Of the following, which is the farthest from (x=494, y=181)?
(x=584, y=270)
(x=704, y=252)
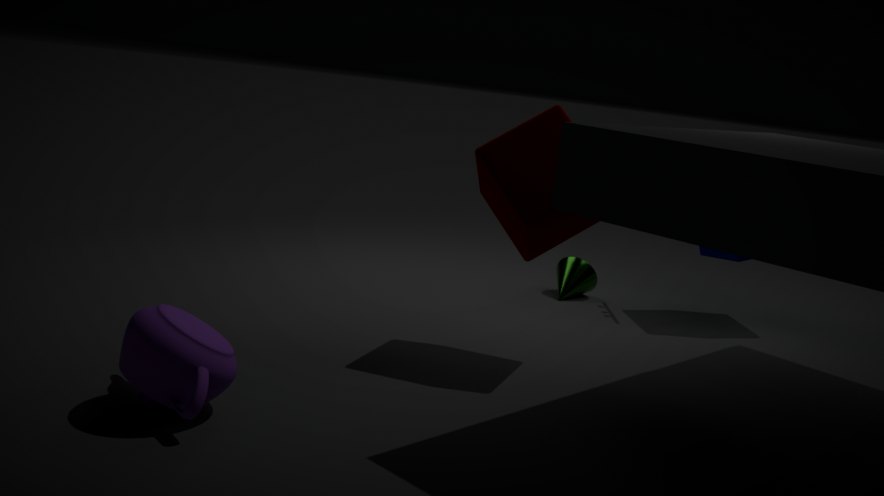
(x=704, y=252)
